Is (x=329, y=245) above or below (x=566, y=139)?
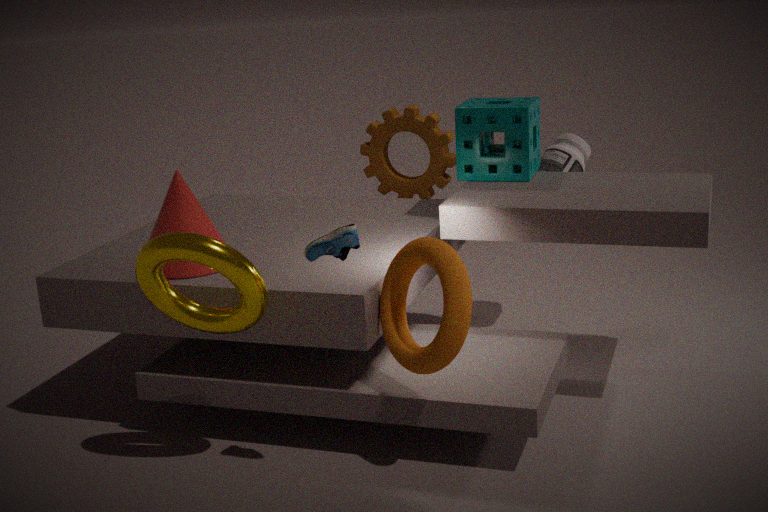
above
